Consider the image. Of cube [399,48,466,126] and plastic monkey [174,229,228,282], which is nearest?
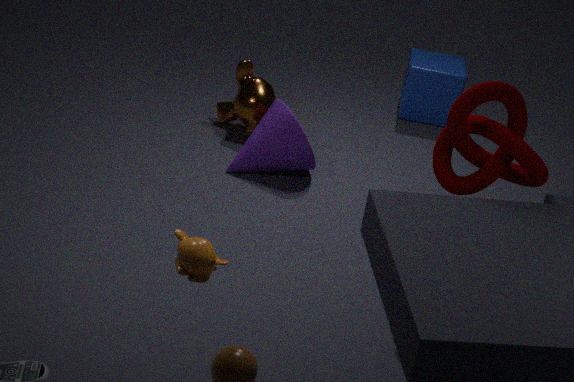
plastic monkey [174,229,228,282]
